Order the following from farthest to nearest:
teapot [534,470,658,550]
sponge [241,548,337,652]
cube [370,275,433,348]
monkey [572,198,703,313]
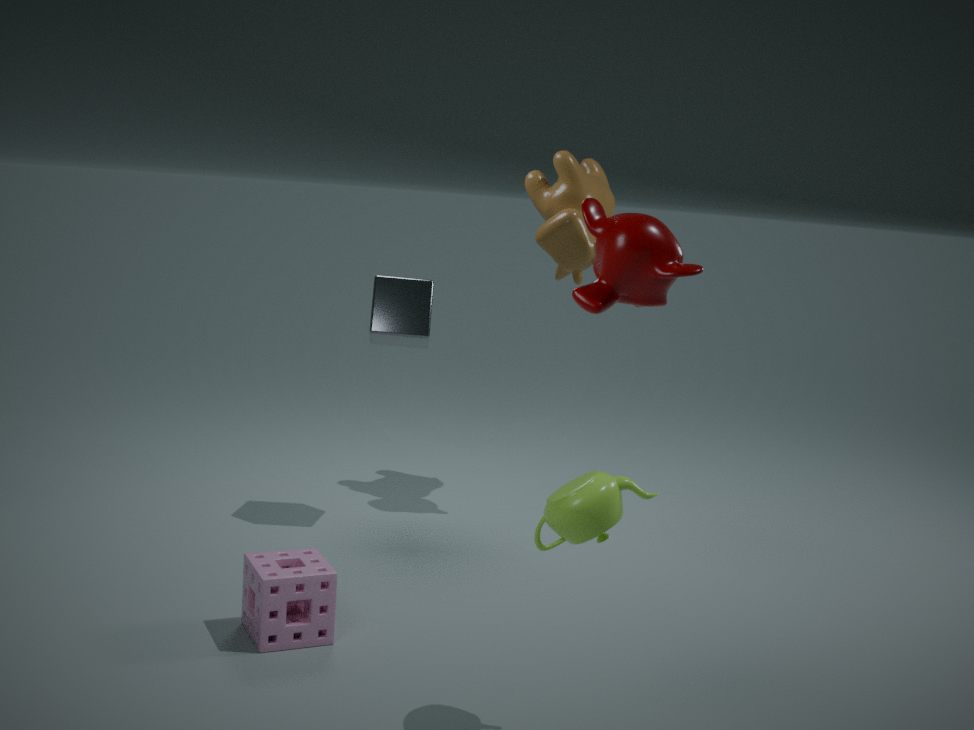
cube [370,275,433,348], sponge [241,548,337,652], teapot [534,470,658,550], monkey [572,198,703,313]
